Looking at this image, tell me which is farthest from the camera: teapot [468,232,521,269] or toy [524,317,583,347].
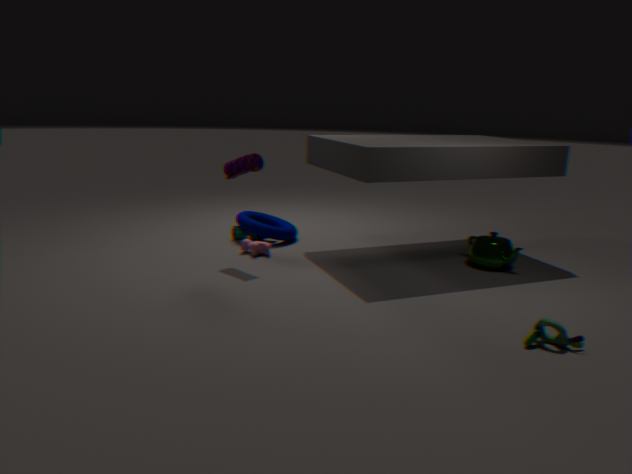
teapot [468,232,521,269]
